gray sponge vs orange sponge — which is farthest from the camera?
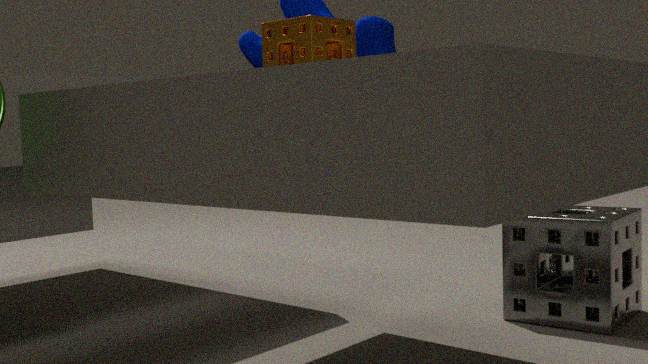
gray sponge
